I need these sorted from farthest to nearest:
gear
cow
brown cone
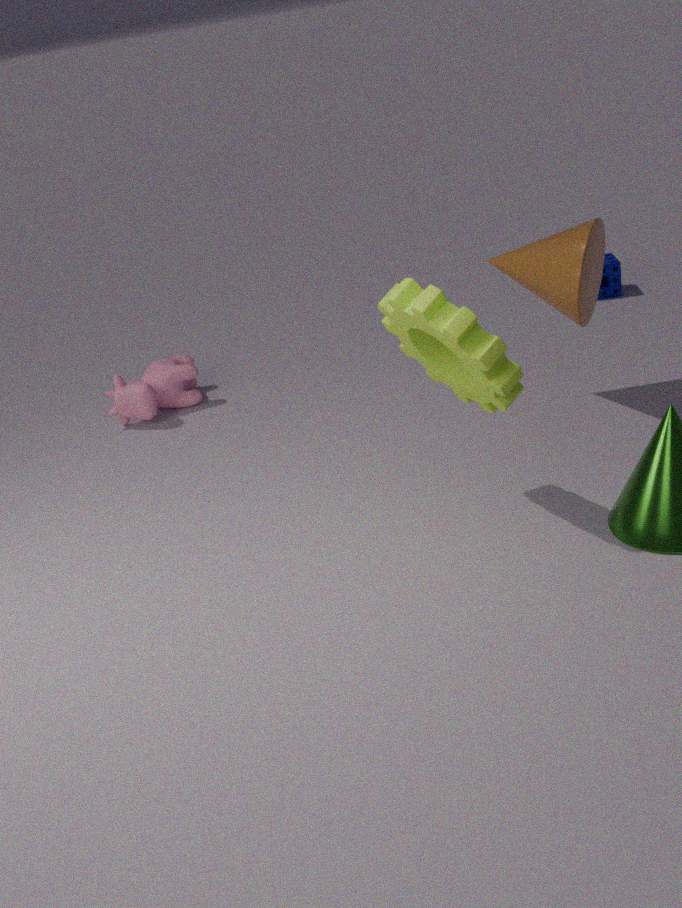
cow, brown cone, gear
